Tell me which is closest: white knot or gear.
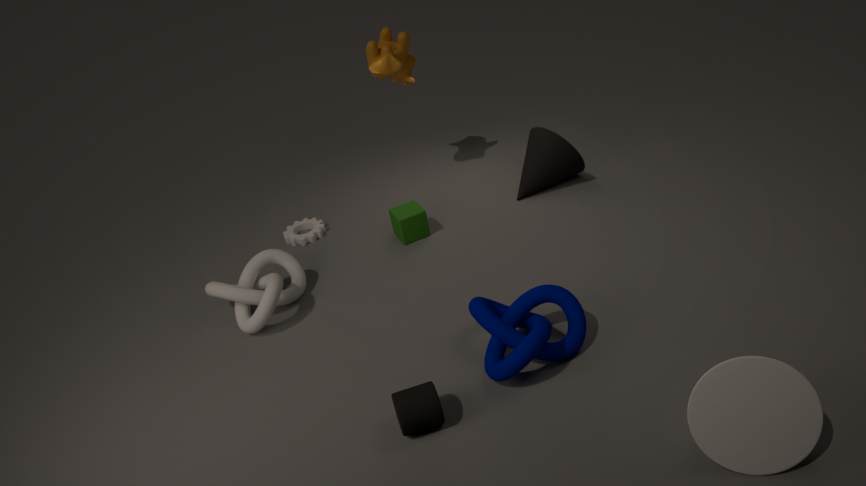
white knot
